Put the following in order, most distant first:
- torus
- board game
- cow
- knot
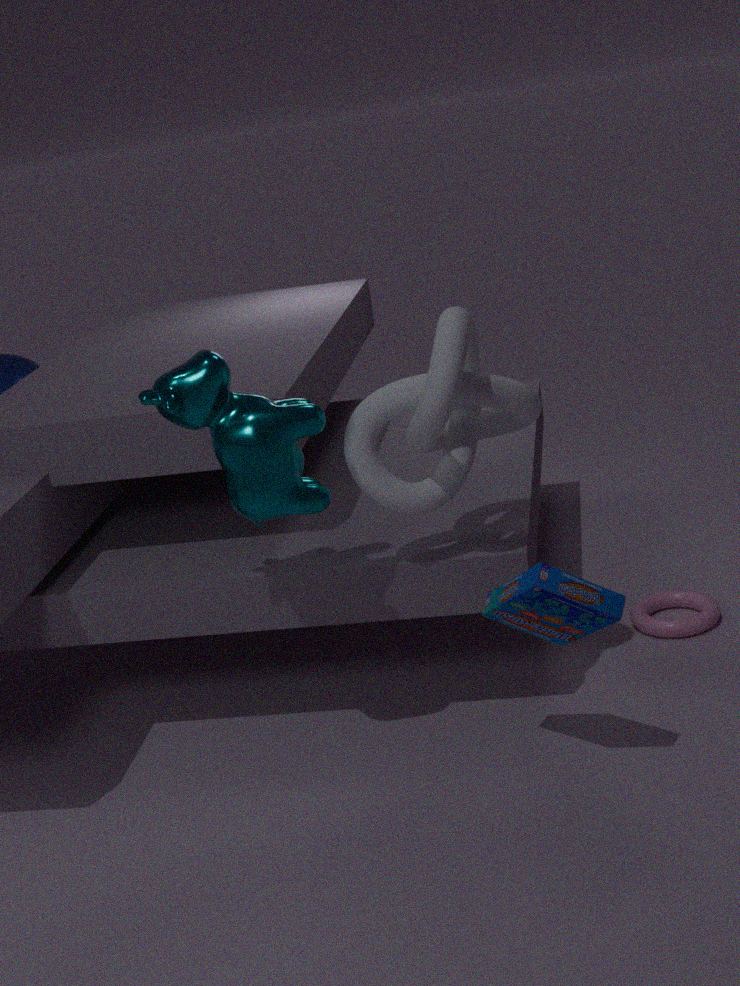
1. torus
2. knot
3. cow
4. board game
